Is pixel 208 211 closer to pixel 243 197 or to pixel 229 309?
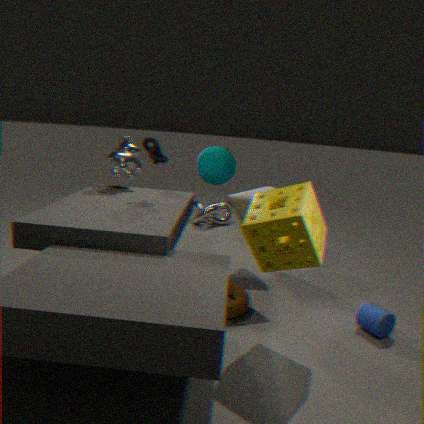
pixel 243 197
